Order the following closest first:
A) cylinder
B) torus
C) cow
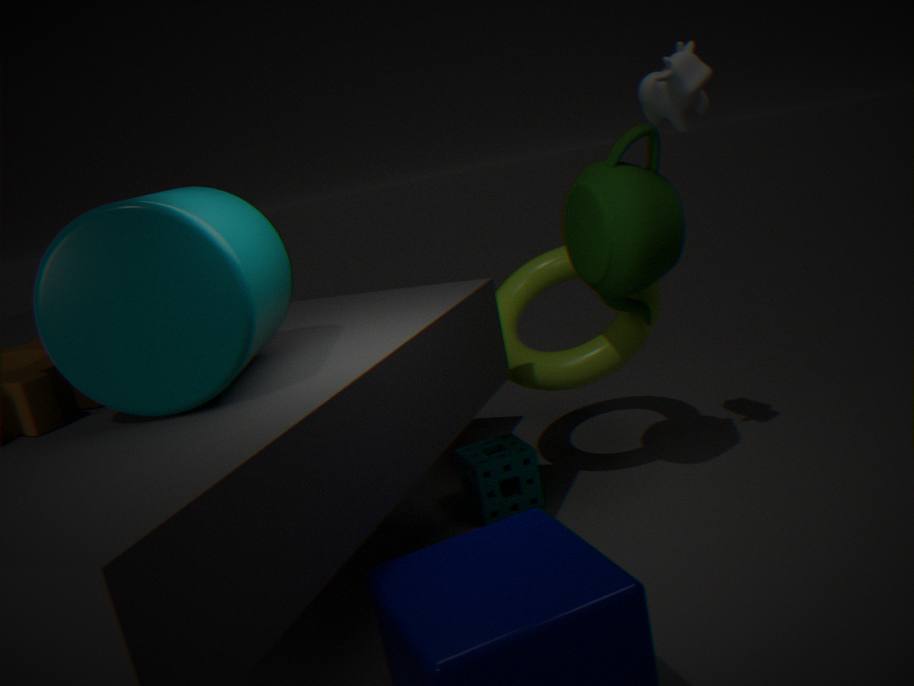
1. cylinder
2. cow
3. torus
